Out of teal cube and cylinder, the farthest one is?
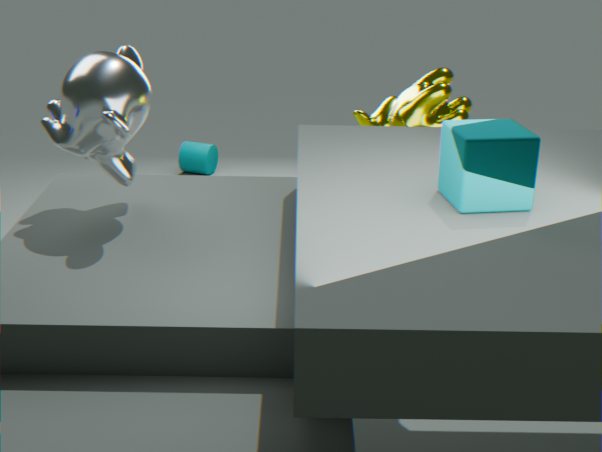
cylinder
